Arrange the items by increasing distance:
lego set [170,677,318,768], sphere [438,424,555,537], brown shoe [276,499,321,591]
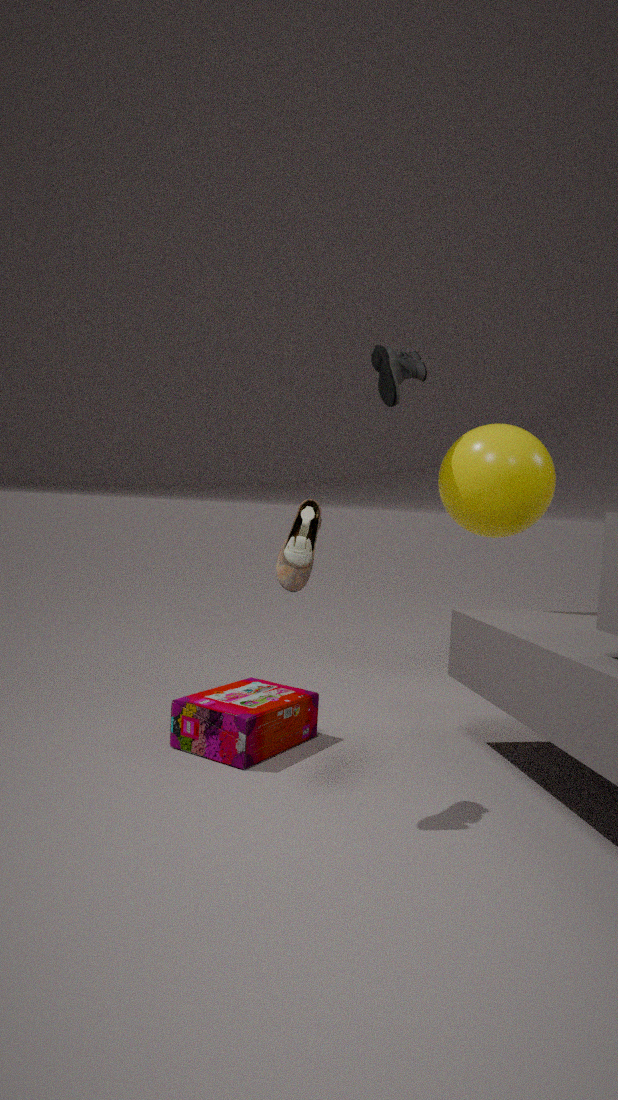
1. brown shoe [276,499,321,591]
2. lego set [170,677,318,768]
3. sphere [438,424,555,537]
